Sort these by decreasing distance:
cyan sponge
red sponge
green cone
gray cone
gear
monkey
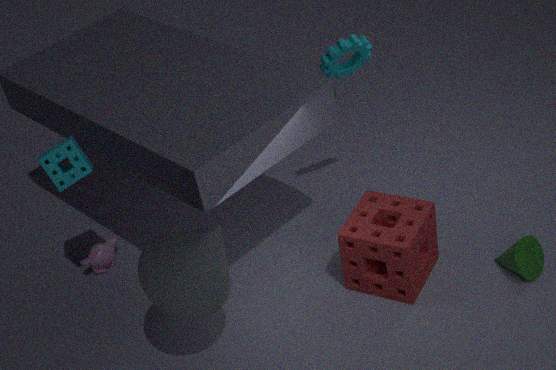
monkey < gear < green cone < cyan sponge < red sponge < gray cone
